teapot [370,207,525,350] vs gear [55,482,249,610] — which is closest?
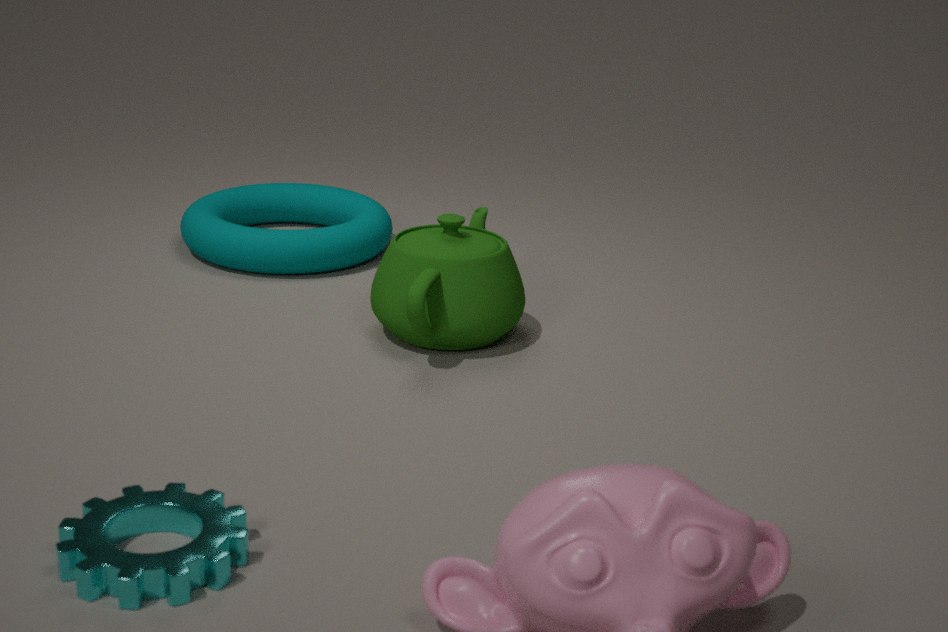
gear [55,482,249,610]
